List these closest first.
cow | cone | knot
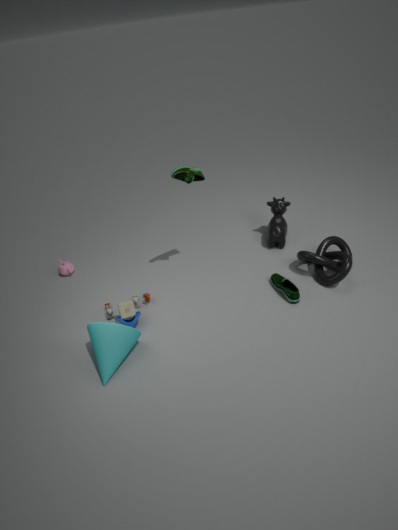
cone < knot < cow
